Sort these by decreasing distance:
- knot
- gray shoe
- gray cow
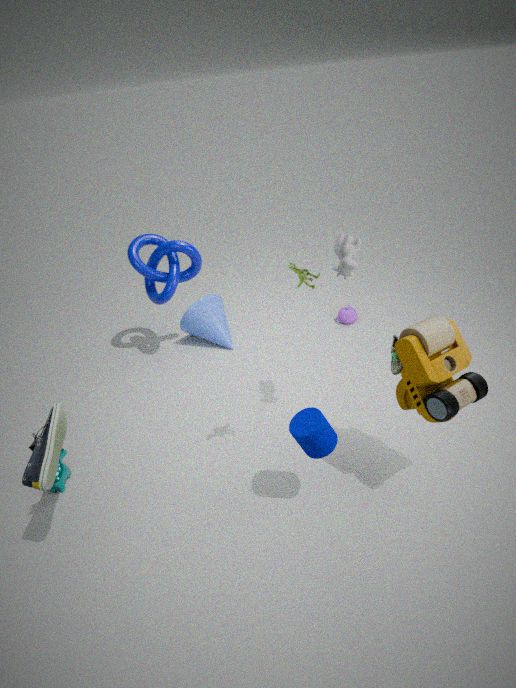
knot, gray cow, gray shoe
